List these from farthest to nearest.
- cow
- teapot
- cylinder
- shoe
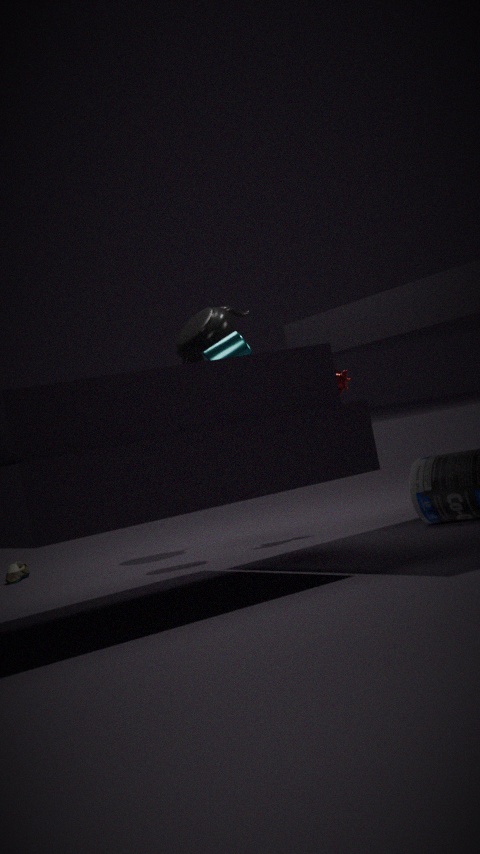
shoe
teapot
cow
cylinder
